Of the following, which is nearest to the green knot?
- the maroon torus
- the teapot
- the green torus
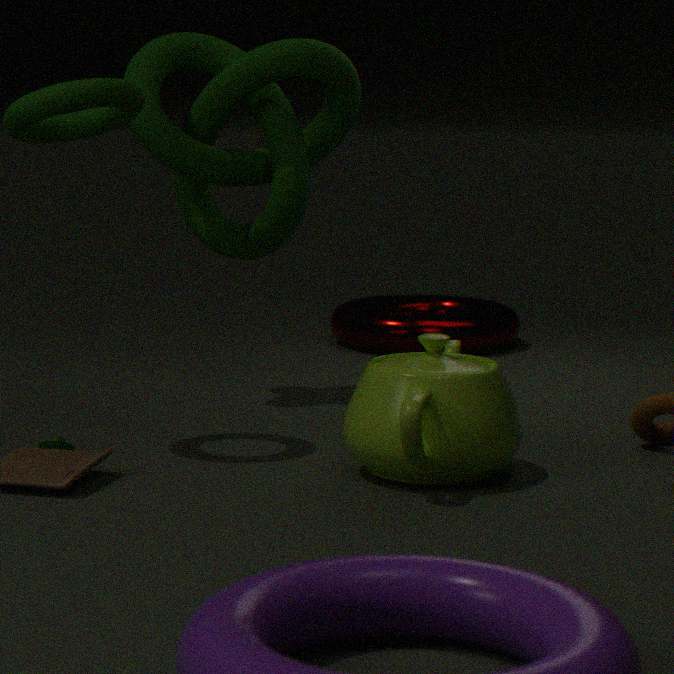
the green torus
